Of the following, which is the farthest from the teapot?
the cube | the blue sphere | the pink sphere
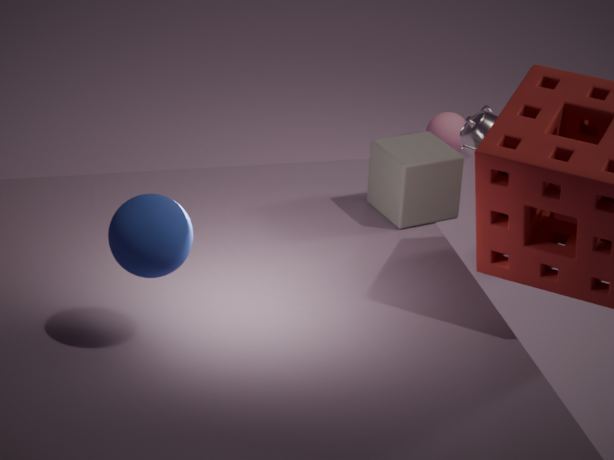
the blue sphere
